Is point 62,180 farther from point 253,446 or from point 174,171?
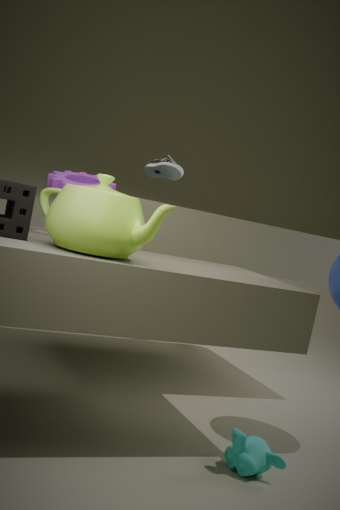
point 253,446
